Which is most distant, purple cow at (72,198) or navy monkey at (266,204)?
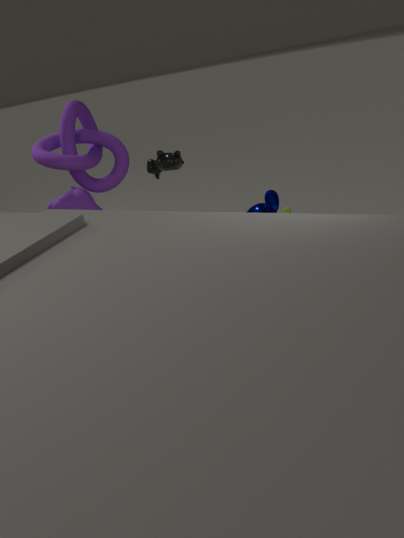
navy monkey at (266,204)
